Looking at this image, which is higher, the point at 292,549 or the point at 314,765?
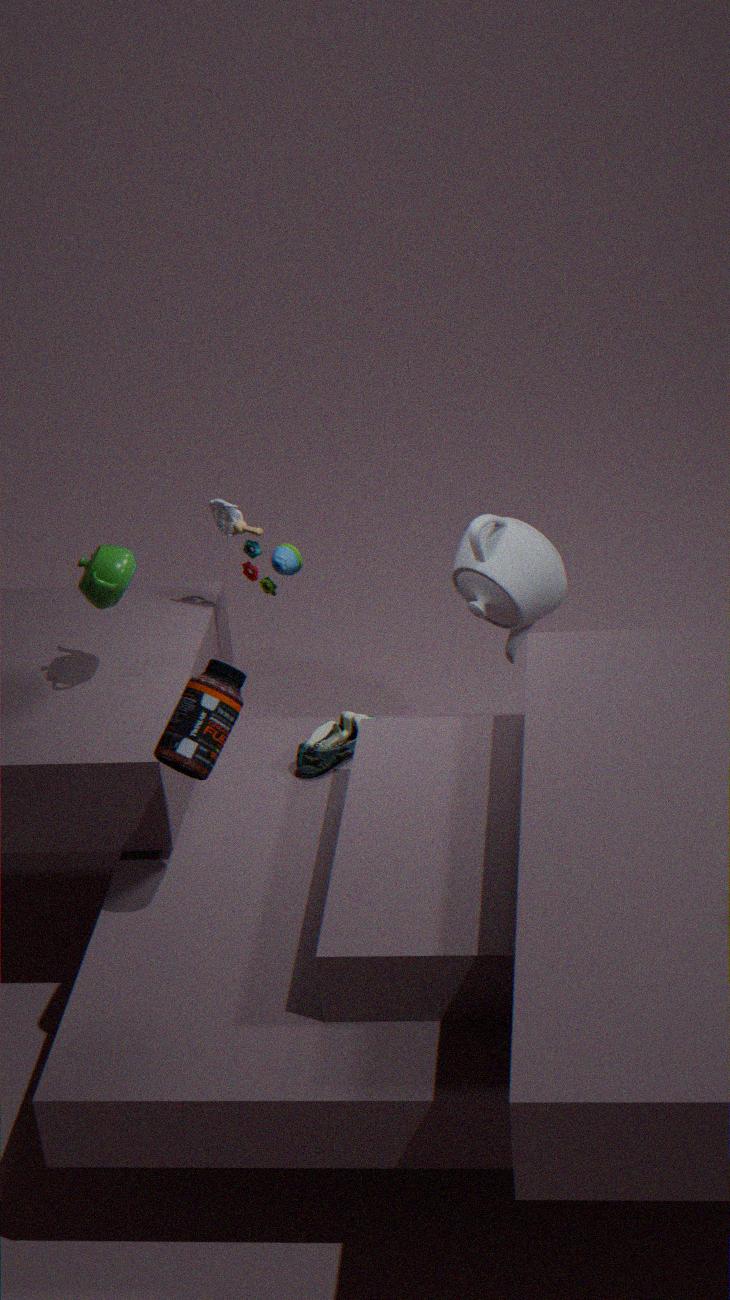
the point at 292,549
